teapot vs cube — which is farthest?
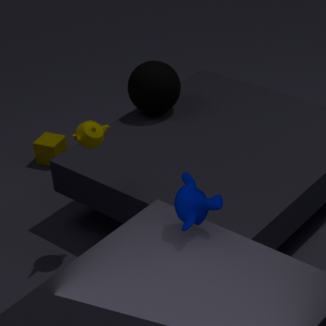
cube
